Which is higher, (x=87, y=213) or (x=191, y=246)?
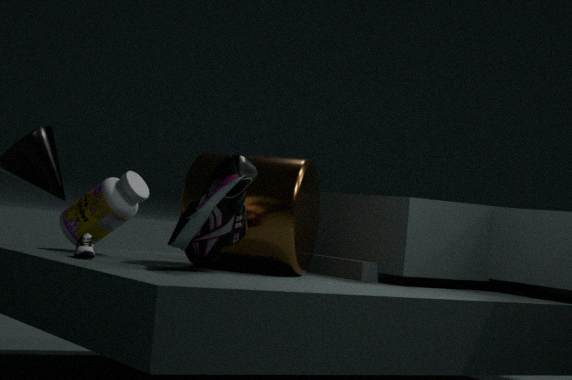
(x=191, y=246)
